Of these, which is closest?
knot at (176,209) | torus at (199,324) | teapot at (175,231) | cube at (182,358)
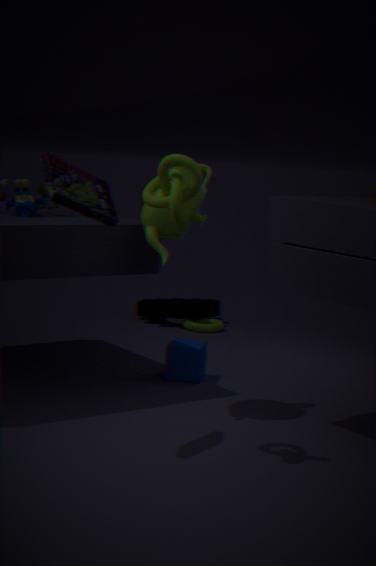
knot at (176,209)
